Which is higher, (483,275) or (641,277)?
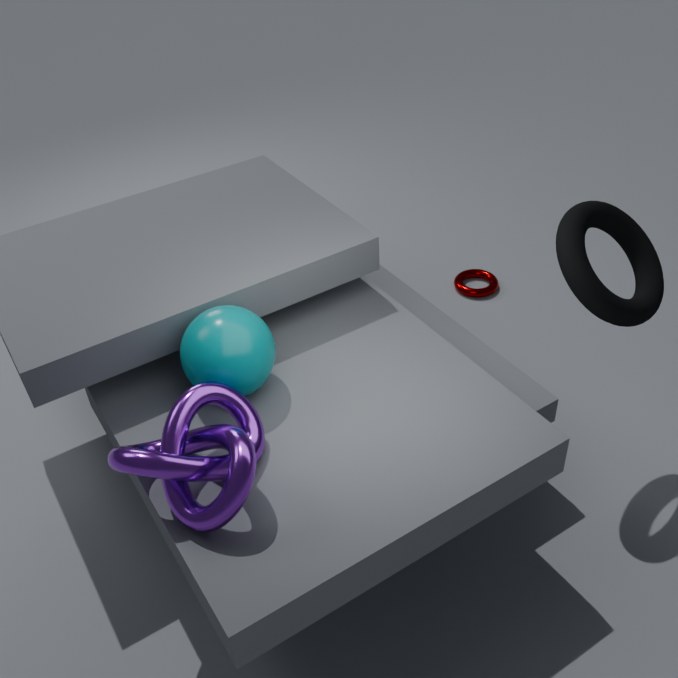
(641,277)
